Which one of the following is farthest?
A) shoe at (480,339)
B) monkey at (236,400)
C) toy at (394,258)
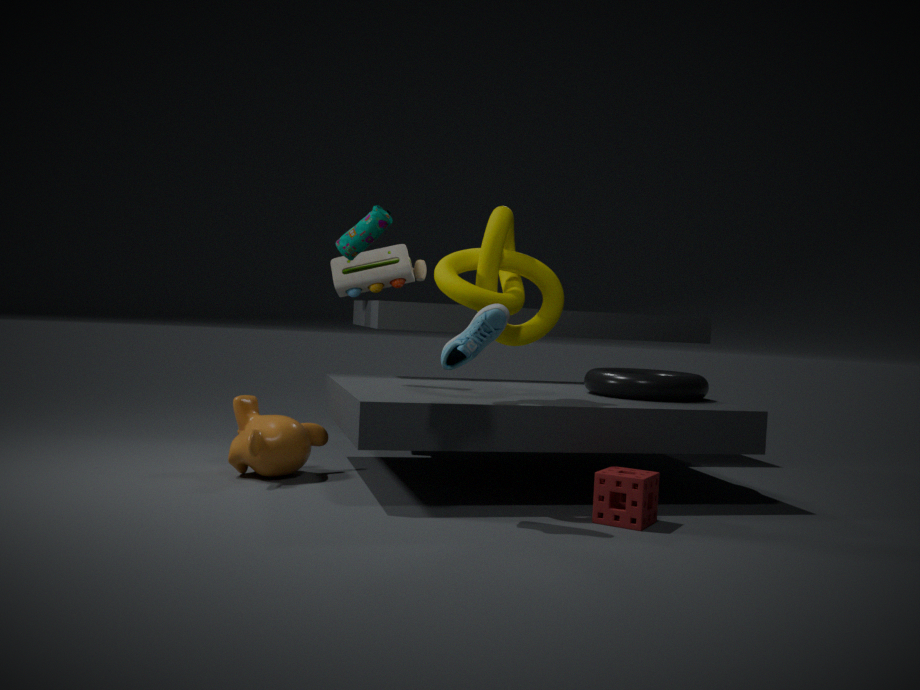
toy at (394,258)
